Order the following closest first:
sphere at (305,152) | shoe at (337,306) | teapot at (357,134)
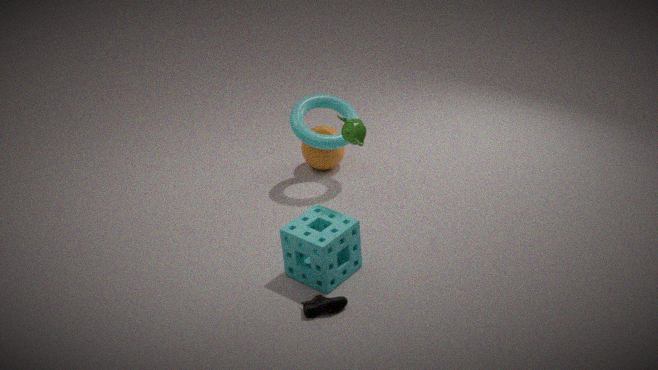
shoe at (337,306) < teapot at (357,134) < sphere at (305,152)
